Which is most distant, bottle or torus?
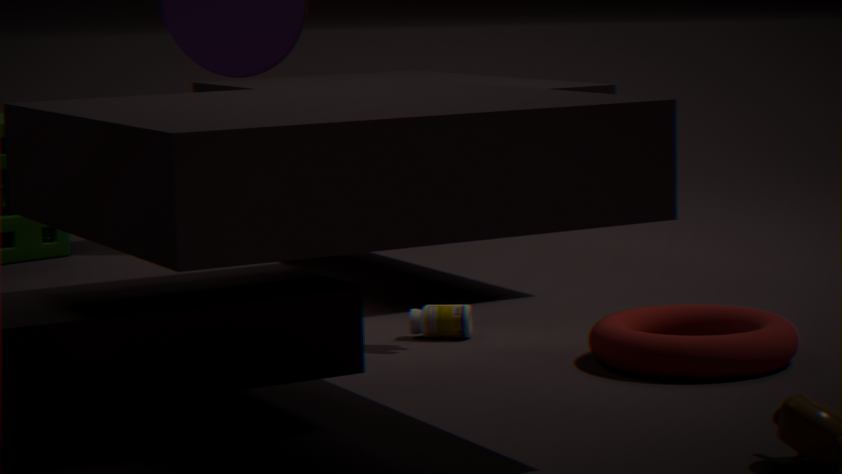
bottle
